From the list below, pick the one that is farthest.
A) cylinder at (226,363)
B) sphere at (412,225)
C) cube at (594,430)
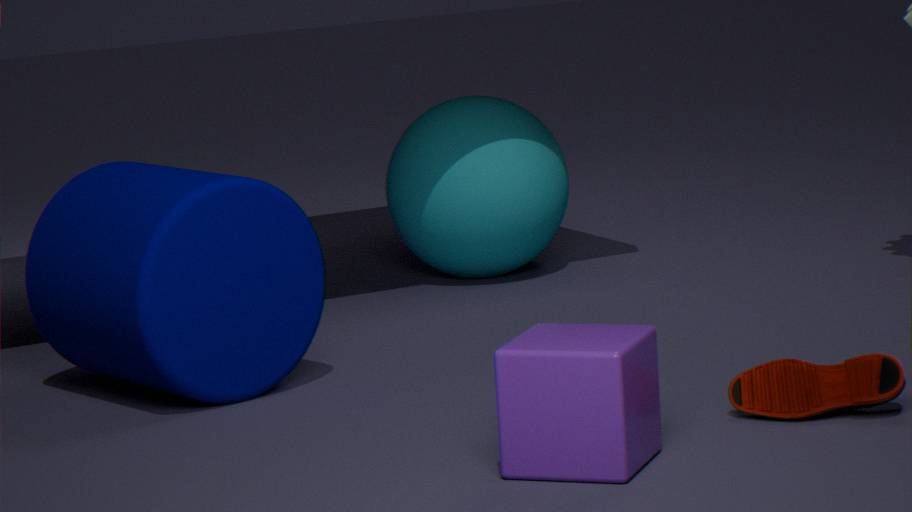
sphere at (412,225)
